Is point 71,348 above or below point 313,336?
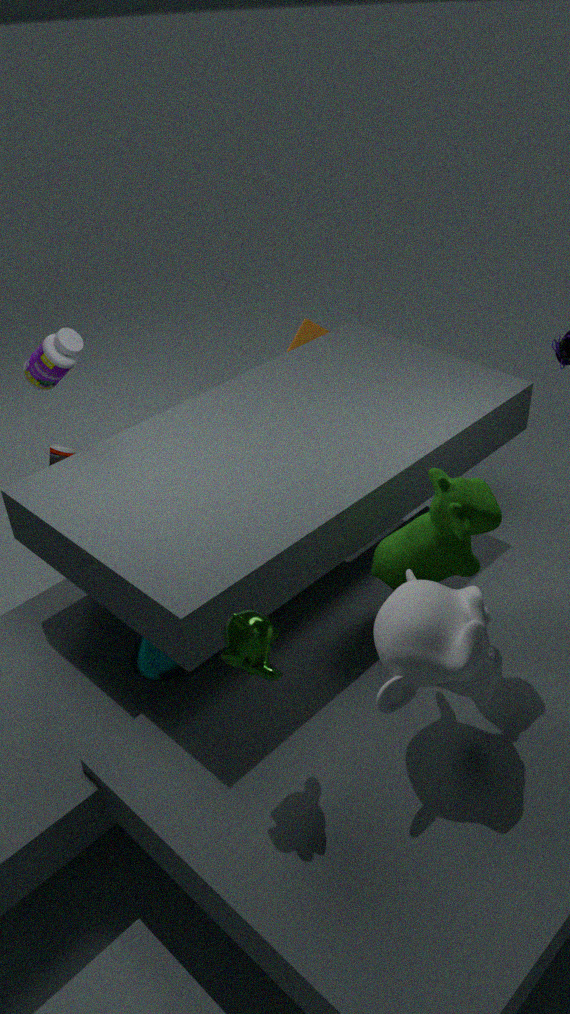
above
